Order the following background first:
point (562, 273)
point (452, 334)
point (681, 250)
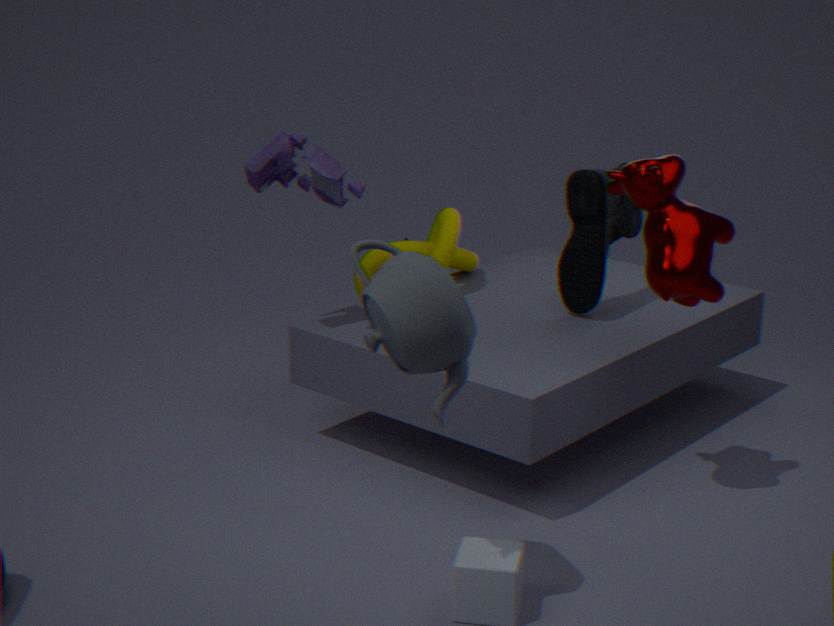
point (562, 273) → point (681, 250) → point (452, 334)
